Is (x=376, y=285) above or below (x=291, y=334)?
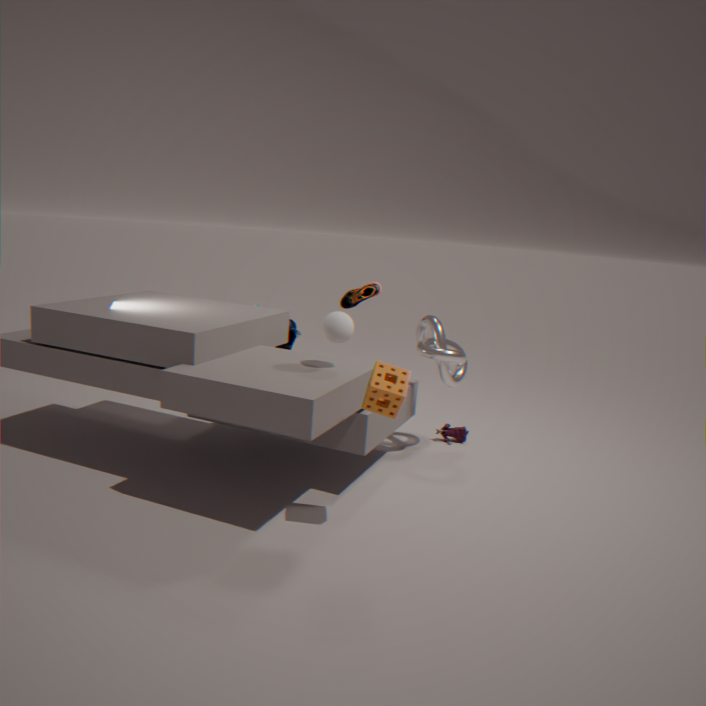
above
